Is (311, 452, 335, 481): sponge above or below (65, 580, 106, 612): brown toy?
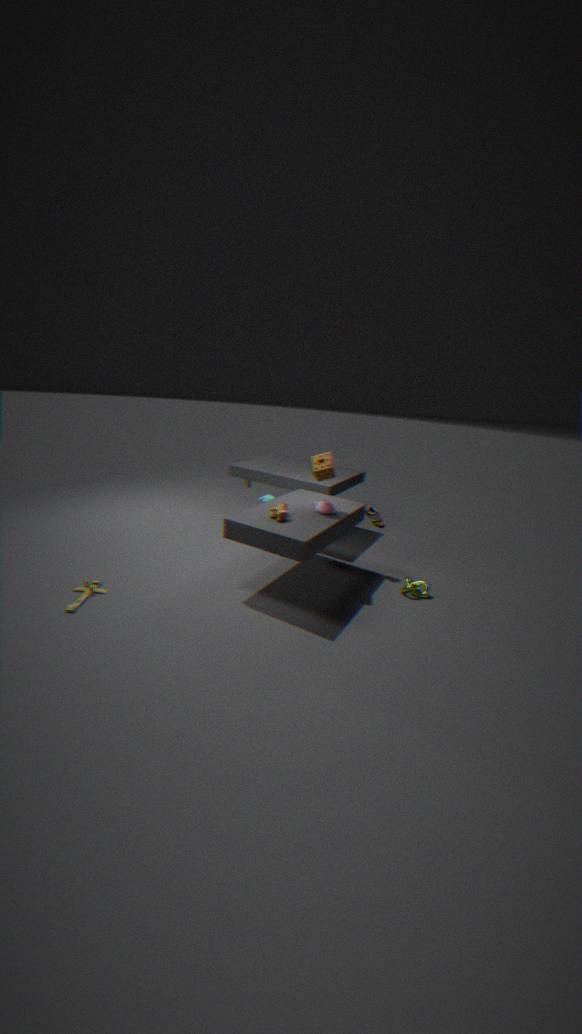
above
